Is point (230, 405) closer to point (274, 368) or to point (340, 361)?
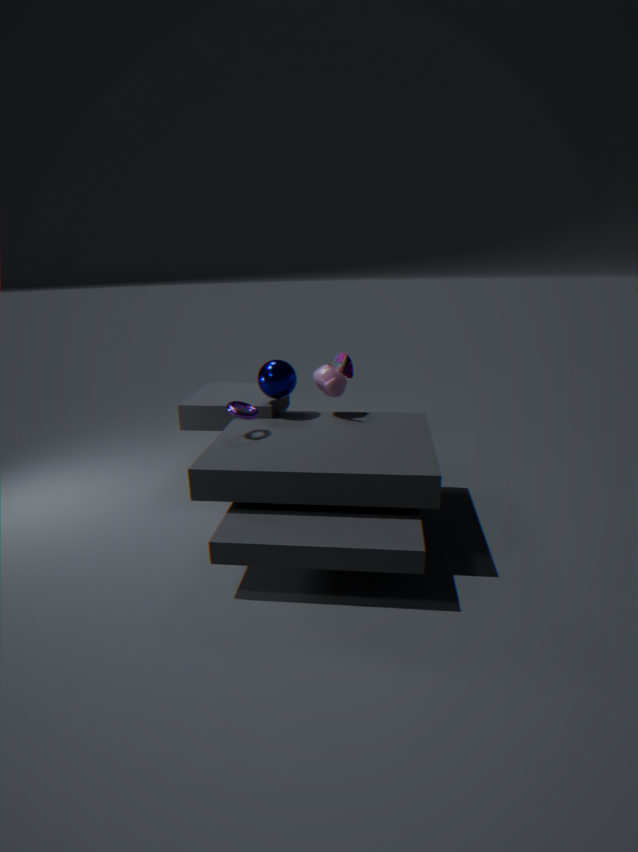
point (274, 368)
